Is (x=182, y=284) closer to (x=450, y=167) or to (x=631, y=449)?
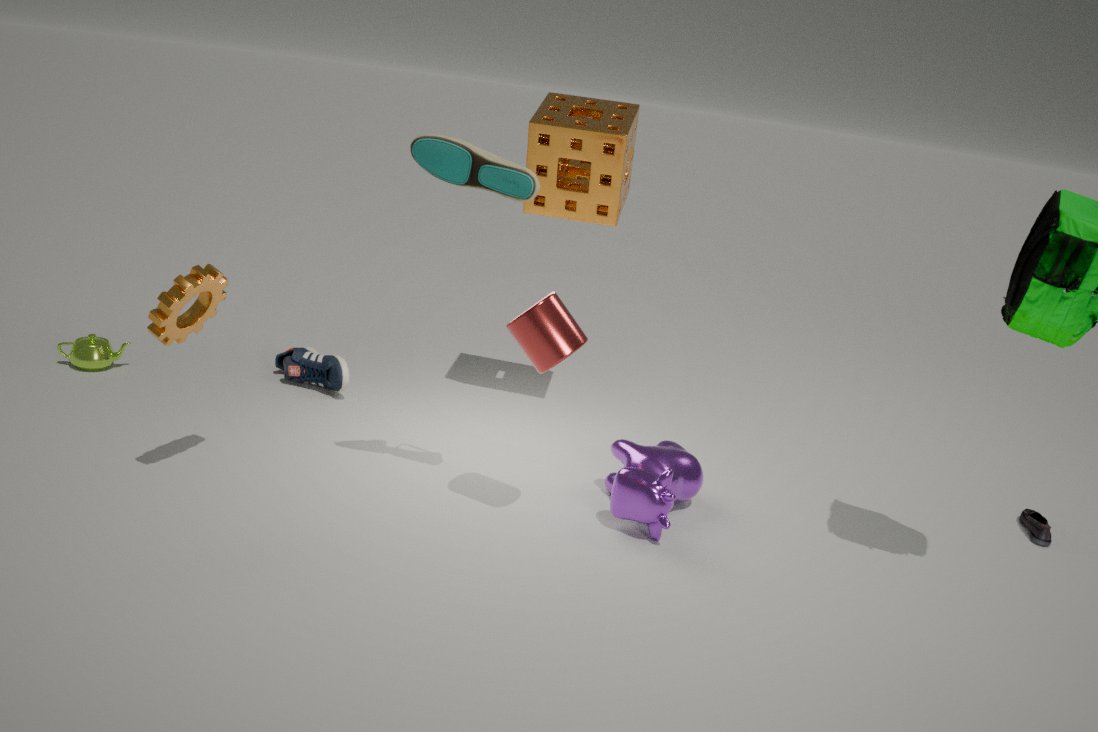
(x=450, y=167)
